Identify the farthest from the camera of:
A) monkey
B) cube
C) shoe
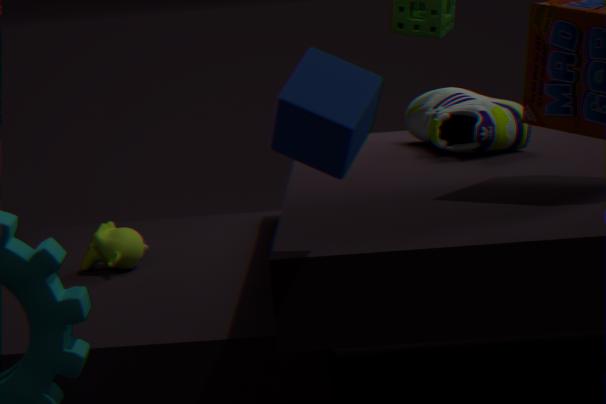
shoe
